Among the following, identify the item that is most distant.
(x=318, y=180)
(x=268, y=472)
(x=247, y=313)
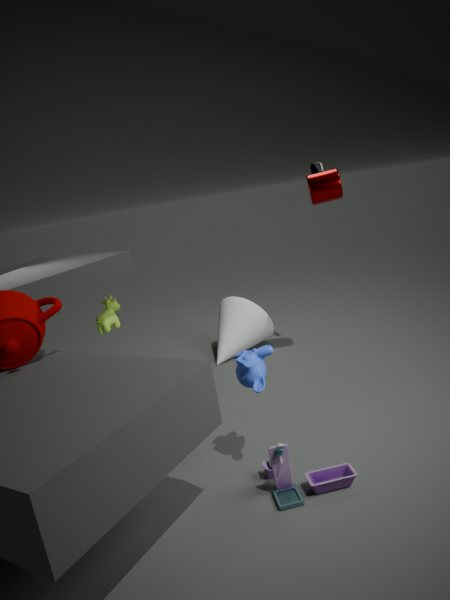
(x=247, y=313)
